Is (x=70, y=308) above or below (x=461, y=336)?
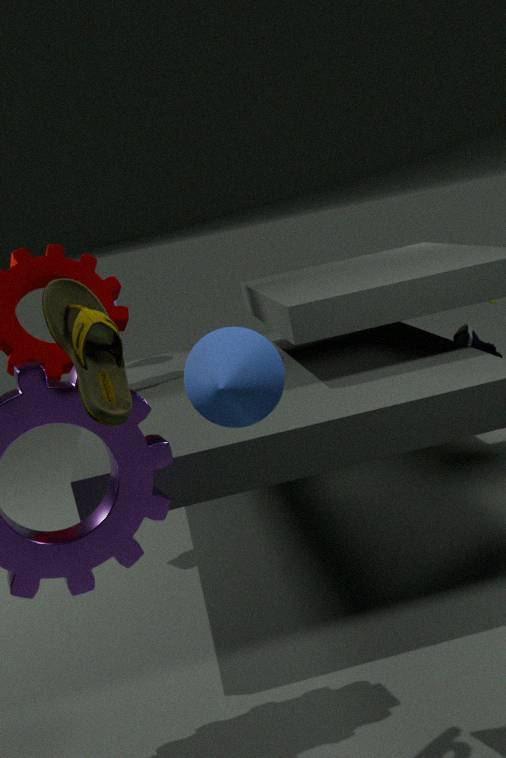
above
